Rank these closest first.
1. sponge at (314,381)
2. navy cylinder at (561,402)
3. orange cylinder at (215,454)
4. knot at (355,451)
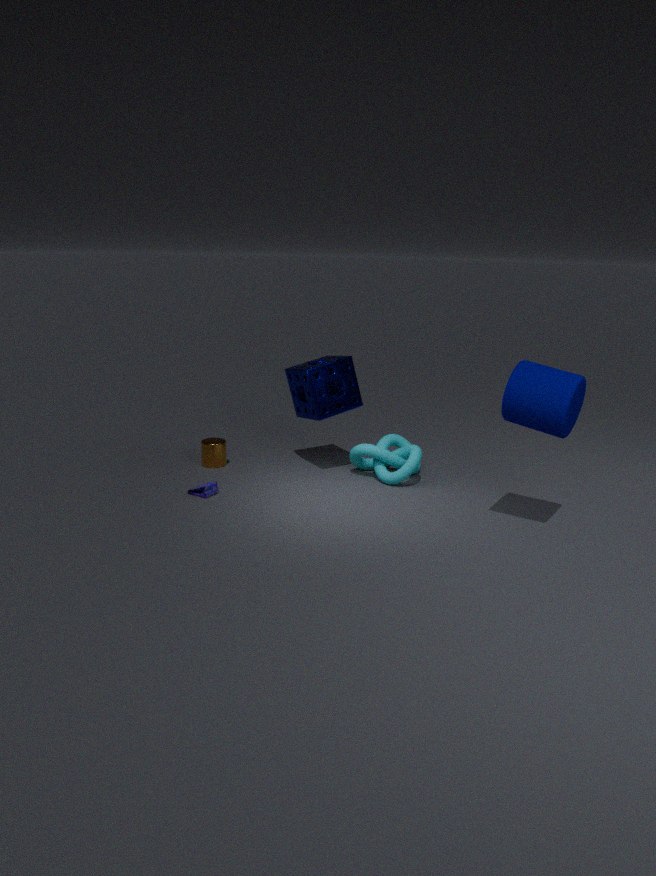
navy cylinder at (561,402)
knot at (355,451)
sponge at (314,381)
orange cylinder at (215,454)
